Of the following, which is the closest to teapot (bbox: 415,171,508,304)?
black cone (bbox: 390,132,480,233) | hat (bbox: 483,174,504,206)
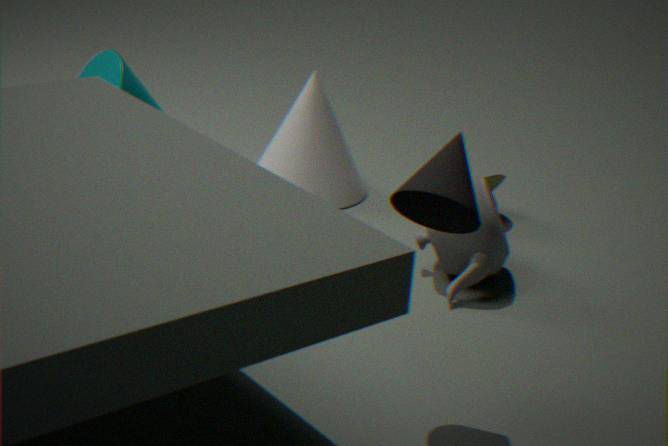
hat (bbox: 483,174,504,206)
